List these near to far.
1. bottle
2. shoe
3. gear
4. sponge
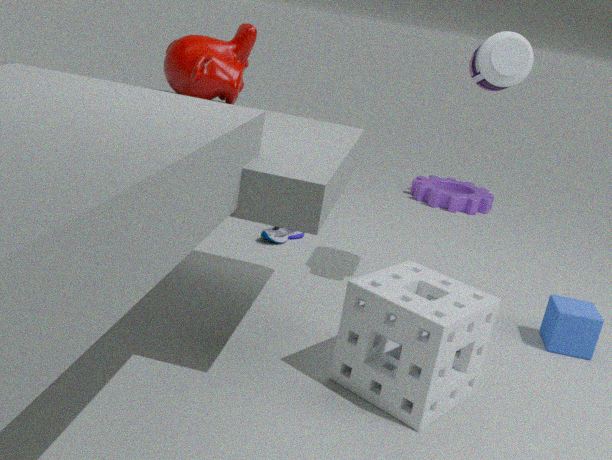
sponge → bottle → shoe → gear
